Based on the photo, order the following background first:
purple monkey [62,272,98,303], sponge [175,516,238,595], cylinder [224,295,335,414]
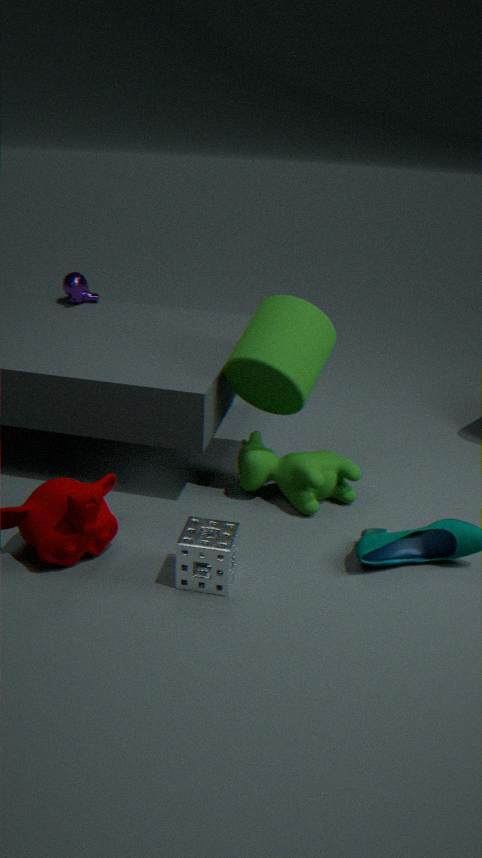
1. purple monkey [62,272,98,303]
2. cylinder [224,295,335,414]
3. sponge [175,516,238,595]
